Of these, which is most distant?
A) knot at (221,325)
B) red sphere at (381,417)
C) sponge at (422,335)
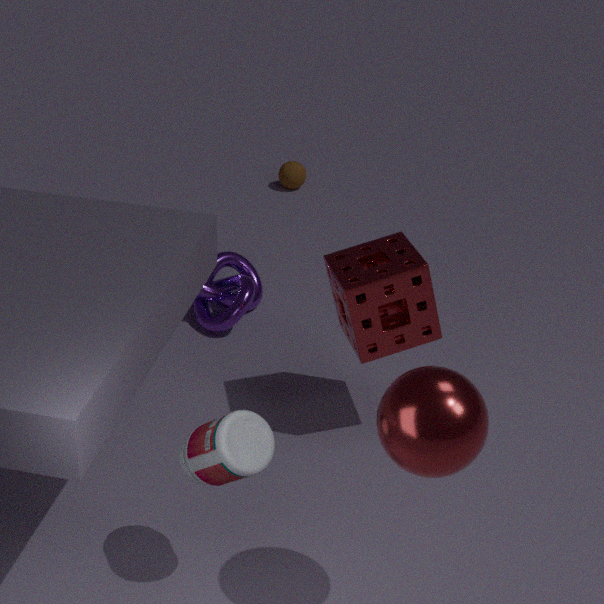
knot at (221,325)
